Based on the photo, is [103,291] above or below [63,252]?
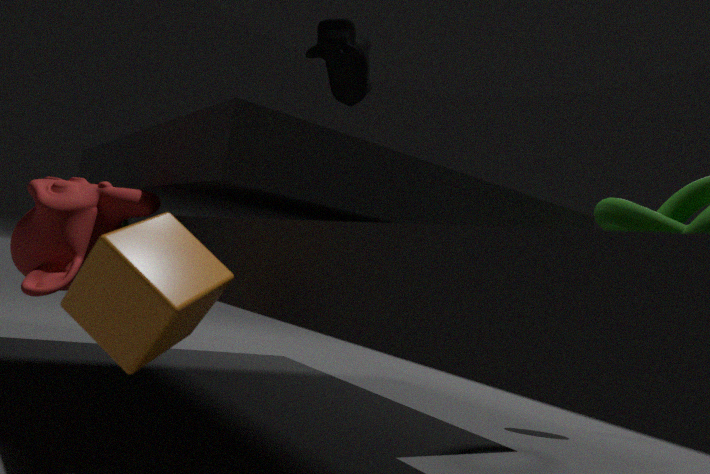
below
